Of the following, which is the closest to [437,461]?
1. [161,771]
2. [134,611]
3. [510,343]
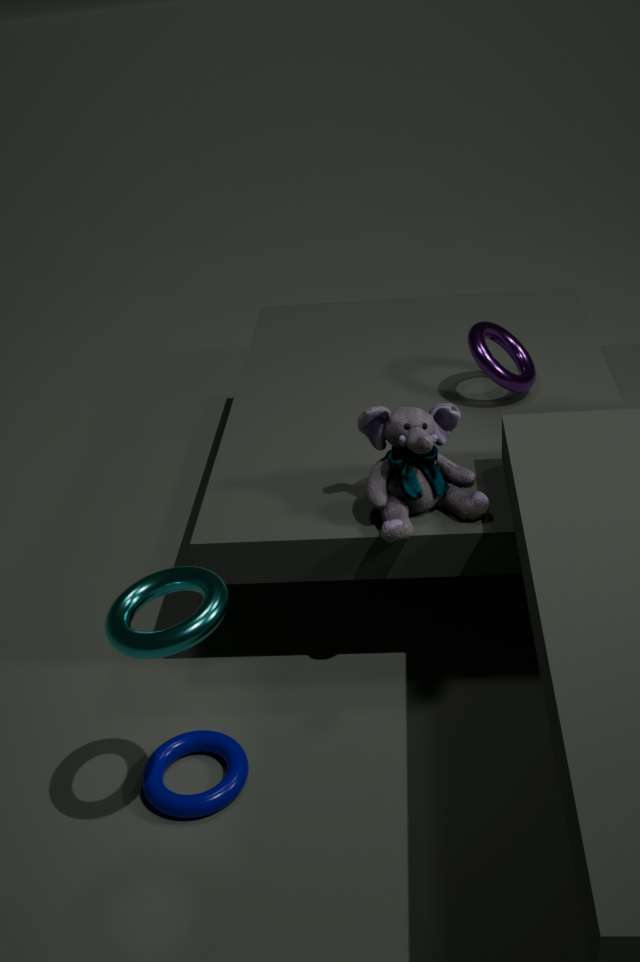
[510,343]
